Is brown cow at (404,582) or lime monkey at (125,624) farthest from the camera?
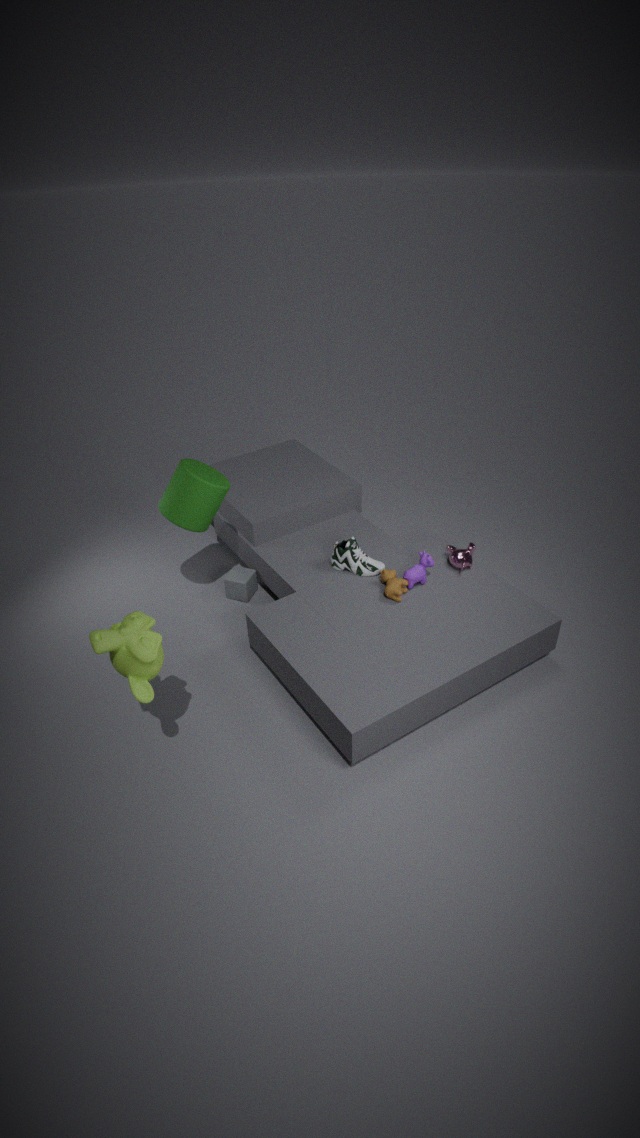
brown cow at (404,582)
